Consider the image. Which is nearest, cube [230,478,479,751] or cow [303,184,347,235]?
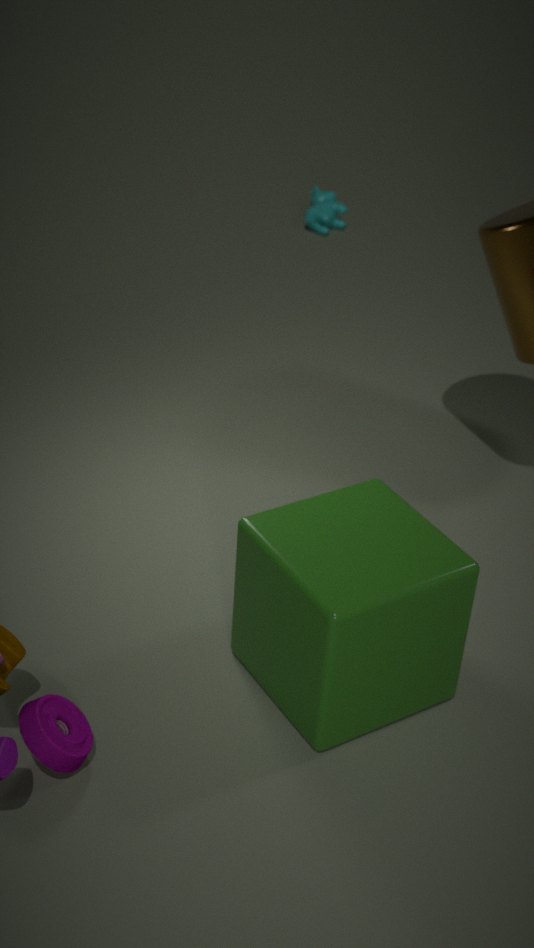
cube [230,478,479,751]
